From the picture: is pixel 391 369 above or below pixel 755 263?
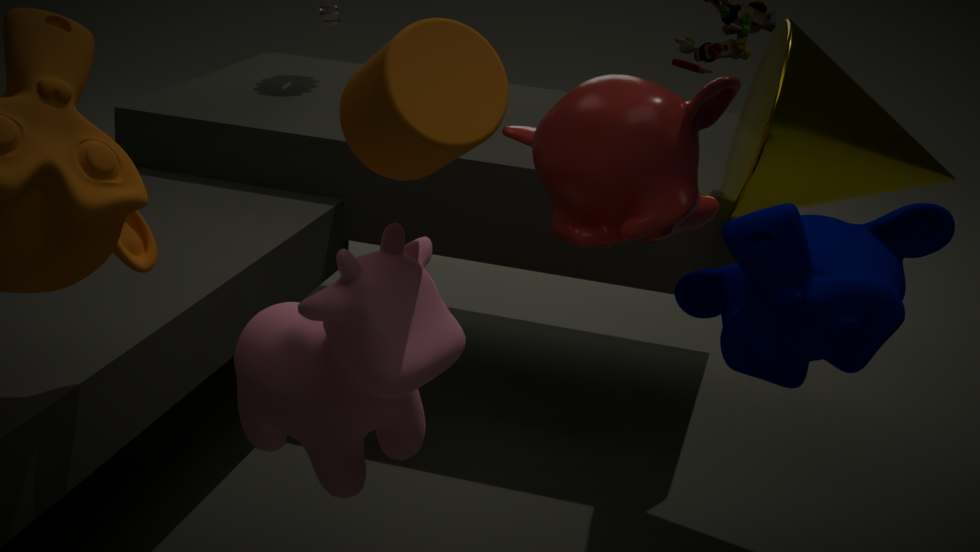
below
